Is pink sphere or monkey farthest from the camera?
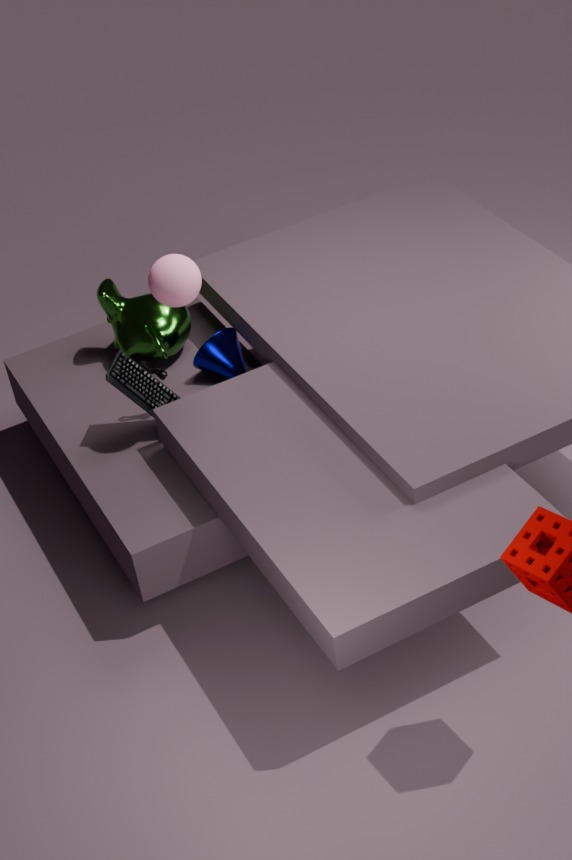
monkey
